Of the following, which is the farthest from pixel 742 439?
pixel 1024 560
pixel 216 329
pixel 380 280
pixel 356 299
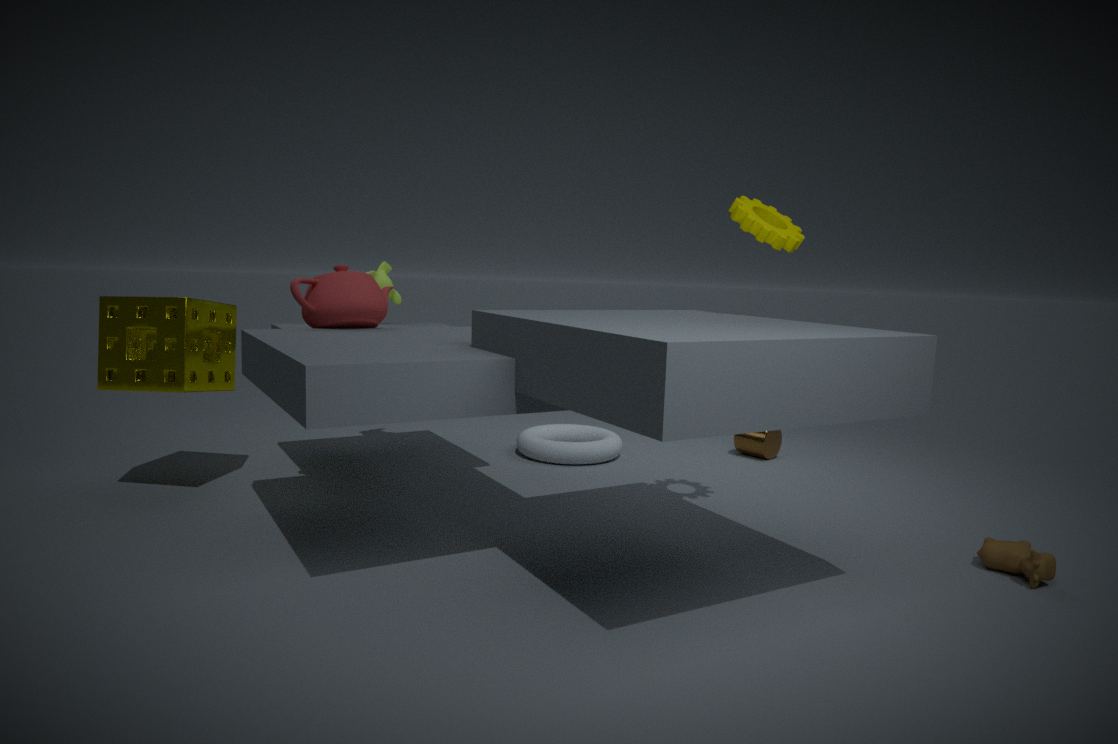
pixel 216 329
